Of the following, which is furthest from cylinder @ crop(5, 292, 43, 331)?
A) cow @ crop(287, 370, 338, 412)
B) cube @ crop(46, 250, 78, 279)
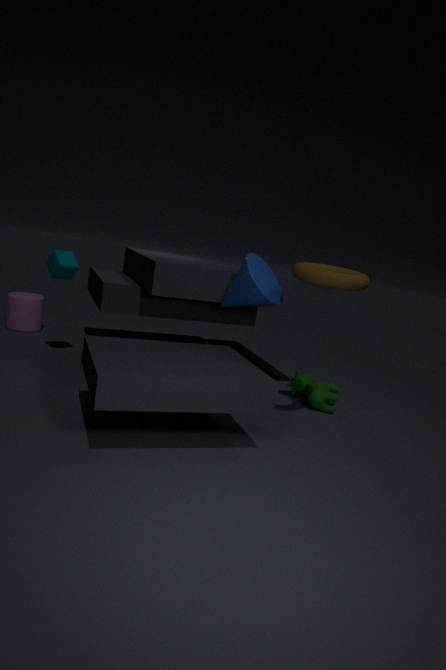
cow @ crop(287, 370, 338, 412)
